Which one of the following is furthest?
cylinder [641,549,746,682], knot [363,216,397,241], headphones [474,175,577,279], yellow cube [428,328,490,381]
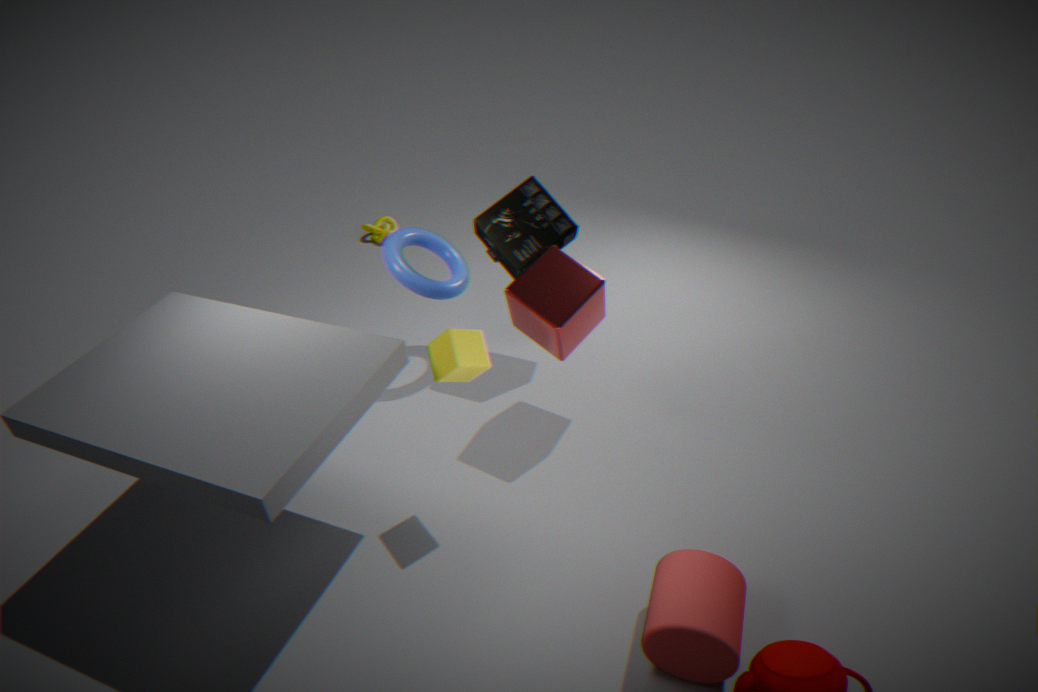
knot [363,216,397,241]
